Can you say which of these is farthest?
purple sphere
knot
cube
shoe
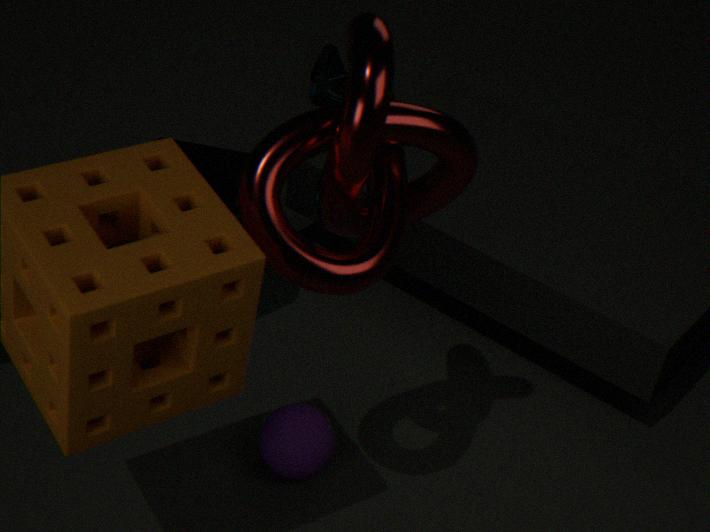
shoe
